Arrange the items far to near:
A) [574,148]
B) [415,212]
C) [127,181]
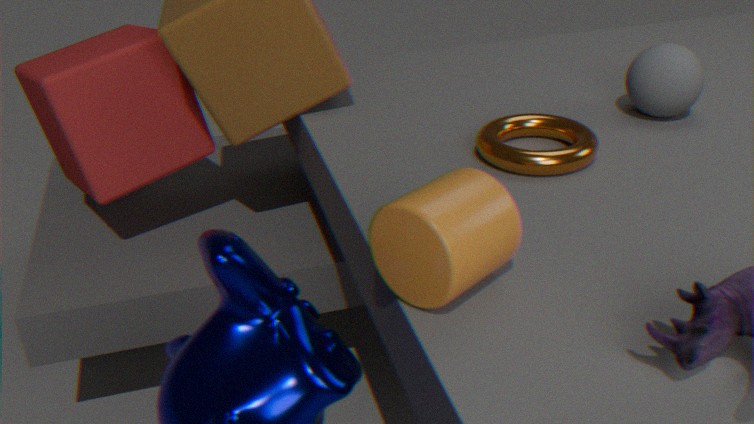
[127,181] < [574,148] < [415,212]
